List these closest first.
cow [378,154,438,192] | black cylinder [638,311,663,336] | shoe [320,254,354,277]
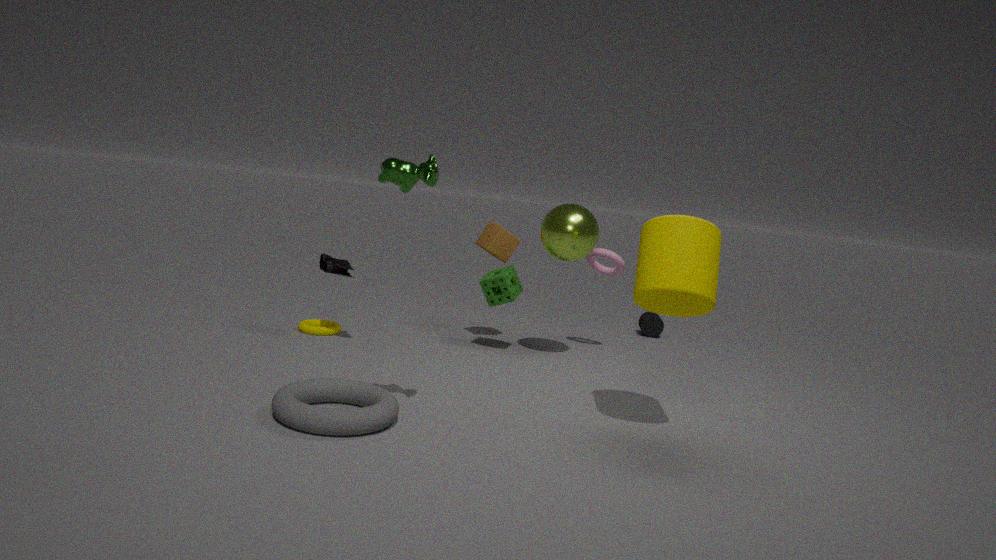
cow [378,154,438,192] < shoe [320,254,354,277] < black cylinder [638,311,663,336]
